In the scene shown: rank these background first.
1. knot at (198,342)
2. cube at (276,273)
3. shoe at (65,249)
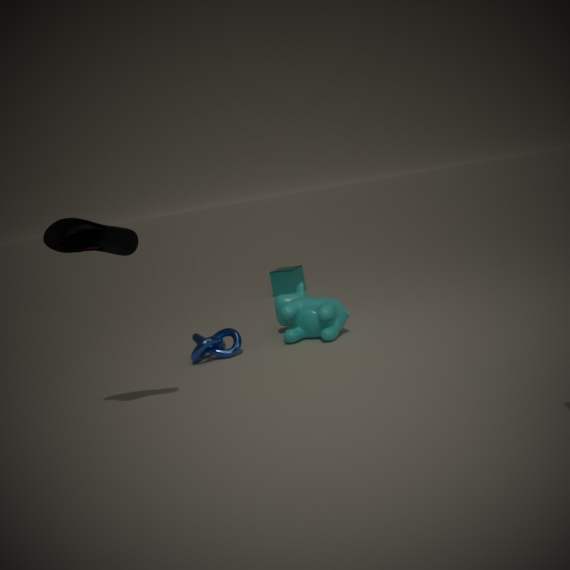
cube at (276,273) → knot at (198,342) → shoe at (65,249)
